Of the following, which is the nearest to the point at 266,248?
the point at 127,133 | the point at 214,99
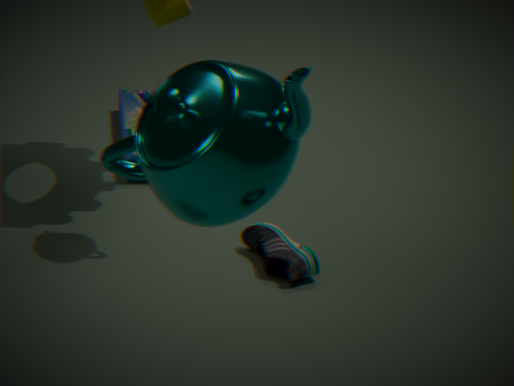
the point at 127,133
